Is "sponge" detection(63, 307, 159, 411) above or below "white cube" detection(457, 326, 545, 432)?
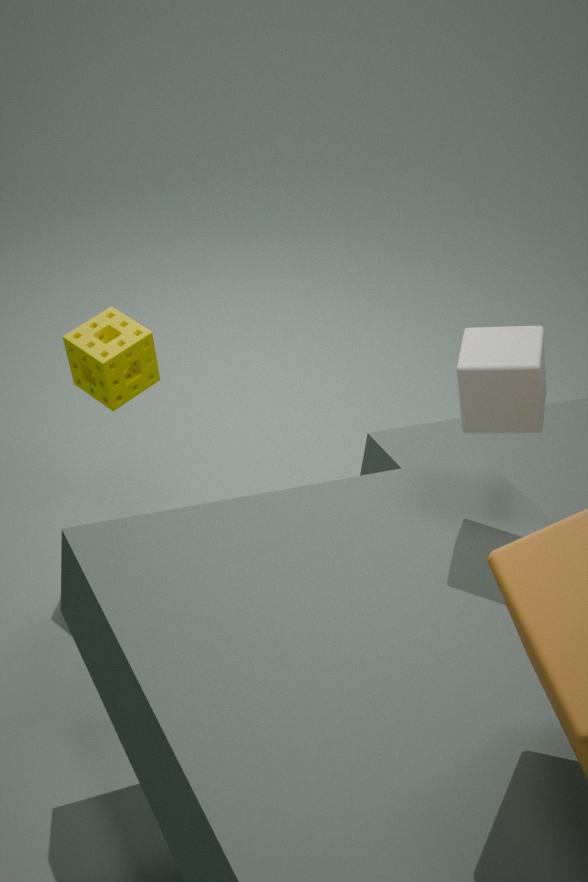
below
